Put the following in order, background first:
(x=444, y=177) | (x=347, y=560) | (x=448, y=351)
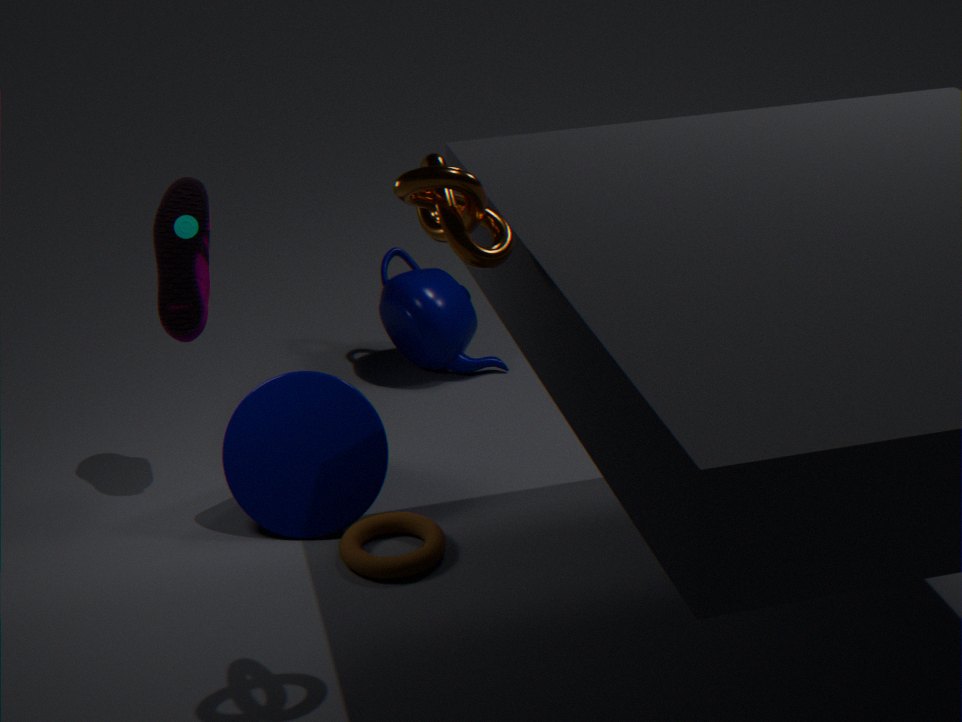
(x=448, y=351) → (x=347, y=560) → (x=444, y=177)
